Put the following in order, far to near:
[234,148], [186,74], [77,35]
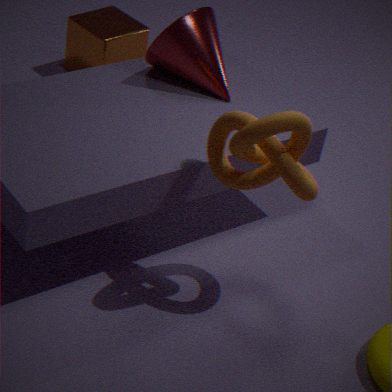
[77,35]
[186,74]
[234,148]
